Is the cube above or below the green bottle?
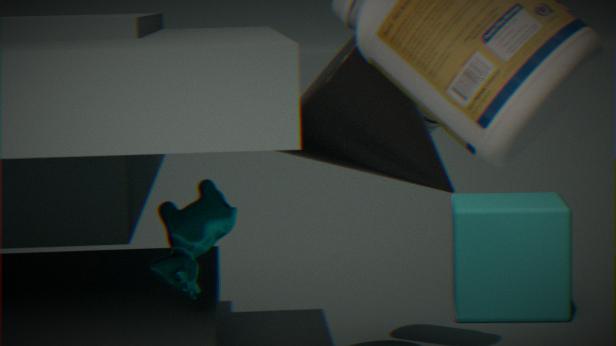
below
